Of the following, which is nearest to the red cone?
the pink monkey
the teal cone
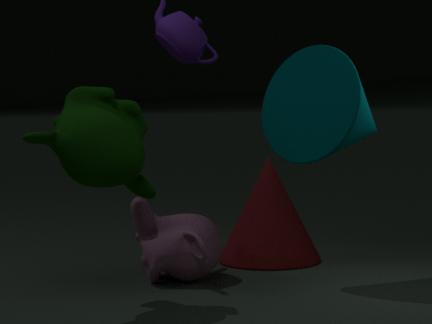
the pink monkey
